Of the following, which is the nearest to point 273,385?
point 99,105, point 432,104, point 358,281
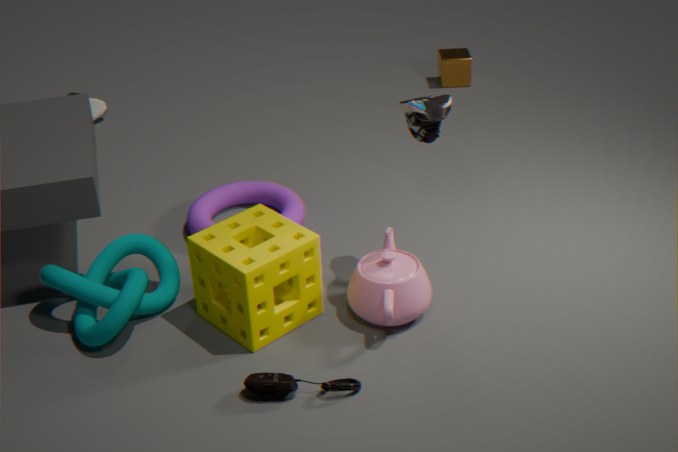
point 358,281
